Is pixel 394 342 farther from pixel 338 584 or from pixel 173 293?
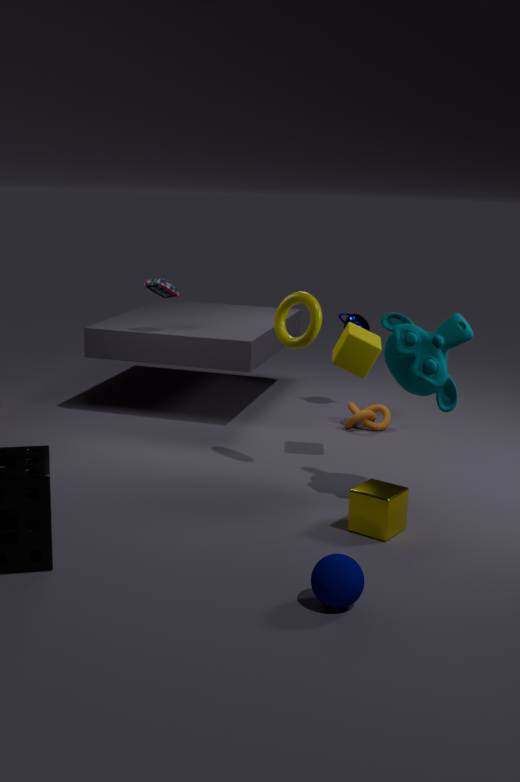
pixel 173 293
